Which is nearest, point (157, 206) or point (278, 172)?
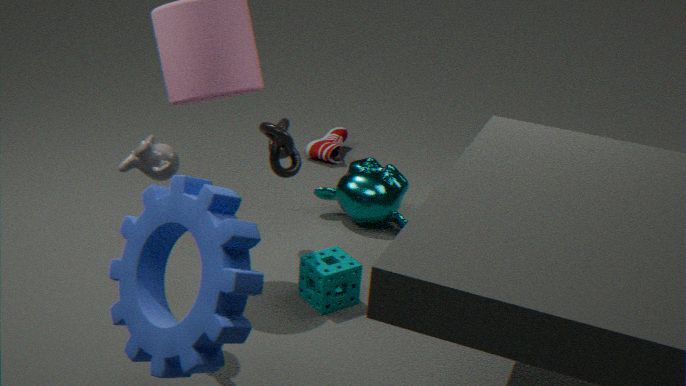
point (157, 206)
